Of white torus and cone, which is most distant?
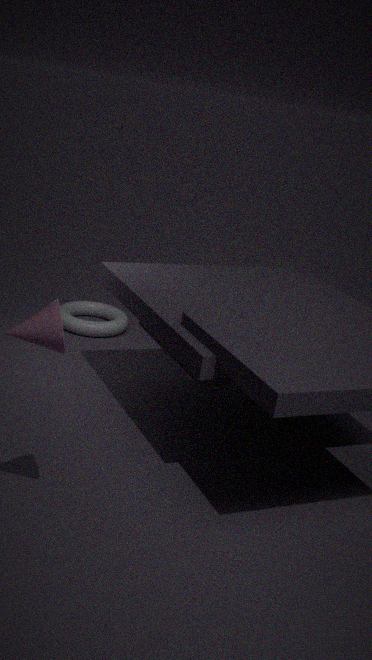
white torus
